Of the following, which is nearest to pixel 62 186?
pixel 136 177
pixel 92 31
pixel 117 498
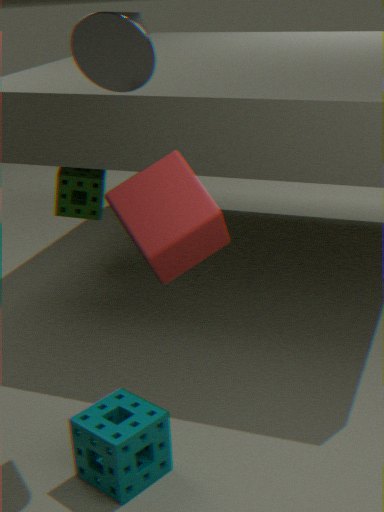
pixel 92 31
